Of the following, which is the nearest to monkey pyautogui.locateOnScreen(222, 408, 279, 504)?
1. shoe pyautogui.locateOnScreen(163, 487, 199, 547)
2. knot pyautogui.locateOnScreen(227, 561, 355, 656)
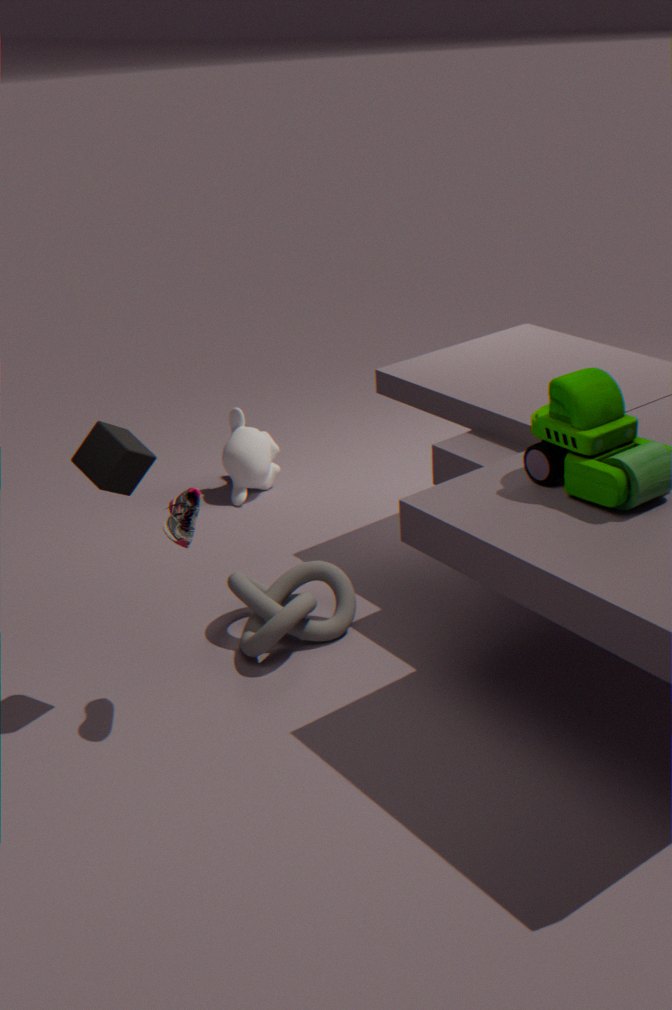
knot pyautogui.locateOnScreen(227, 561, 355, 656)
